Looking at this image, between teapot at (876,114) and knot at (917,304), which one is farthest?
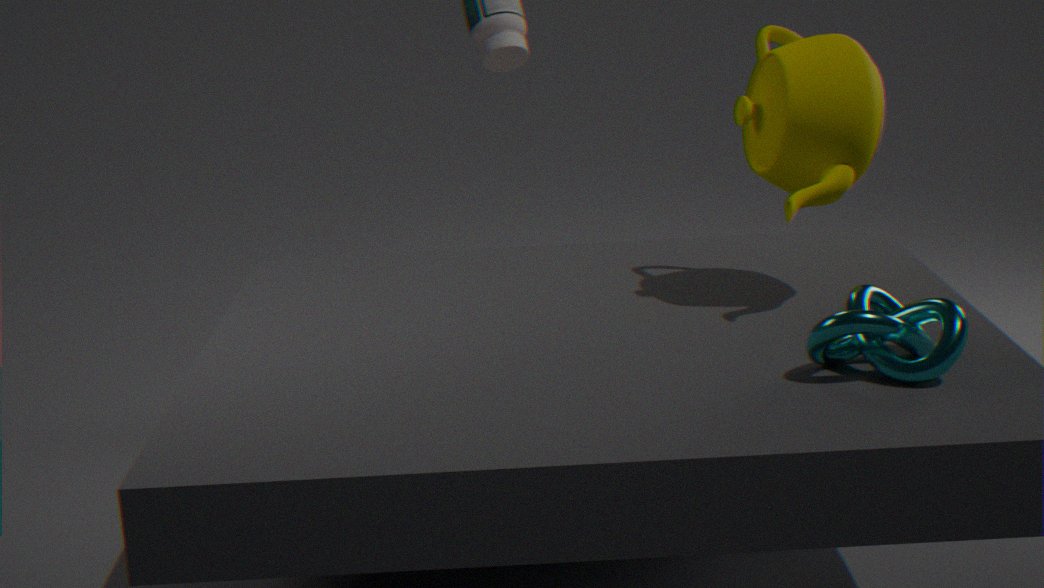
teapot at (876,114)
